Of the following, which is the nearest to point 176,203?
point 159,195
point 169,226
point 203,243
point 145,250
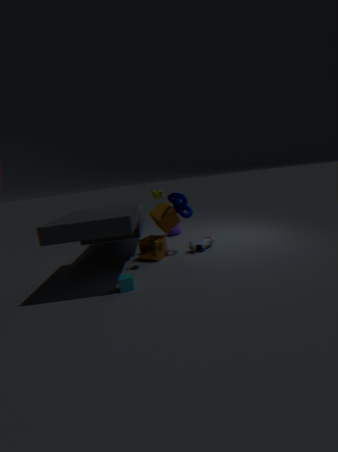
point 169,226
